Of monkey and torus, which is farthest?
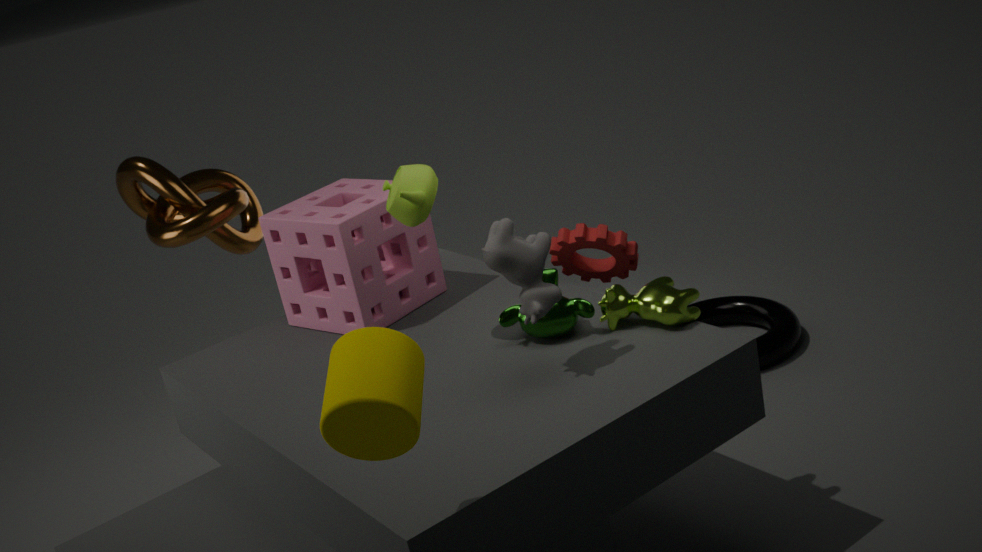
torus
